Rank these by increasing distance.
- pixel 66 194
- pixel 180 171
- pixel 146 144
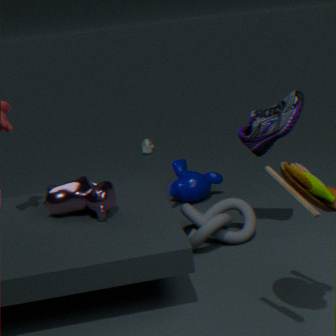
pixel 66 194
pixel 180 171
pixel 146 144
